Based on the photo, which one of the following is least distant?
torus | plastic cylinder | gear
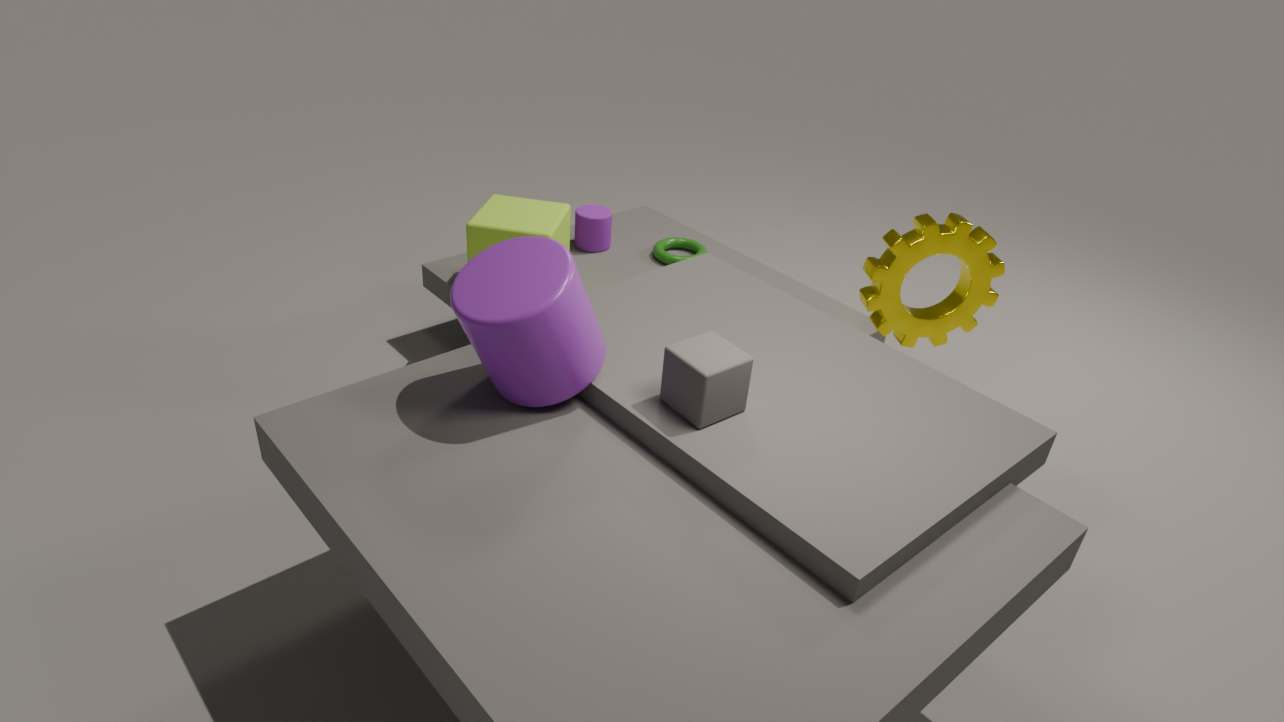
plastic cylinder
